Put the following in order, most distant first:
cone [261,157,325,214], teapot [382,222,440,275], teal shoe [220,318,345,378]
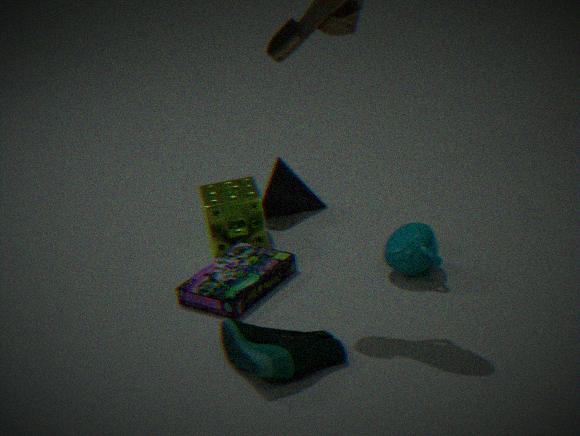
1. cone [261,157,325,214]
2. teapot [382,222,440,275]
3. teal shoe [220,318,345,378]
